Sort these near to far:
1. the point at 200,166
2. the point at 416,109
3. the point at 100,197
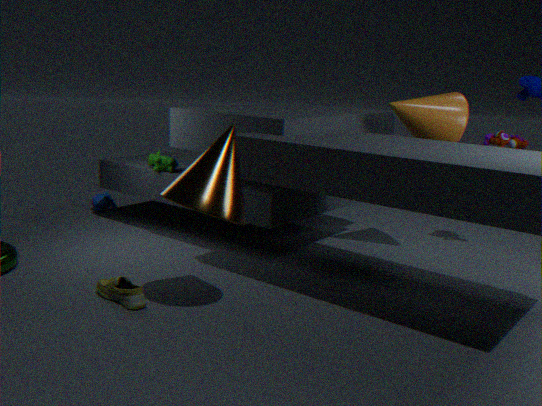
the point at 200,166, the point at 416,109, the point at 100,197
